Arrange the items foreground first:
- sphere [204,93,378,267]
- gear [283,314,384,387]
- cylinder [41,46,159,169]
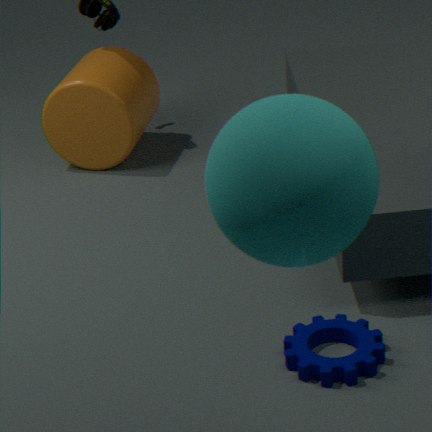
sphere [204,93,378,267]
gear [283,314,384,387]
cylinder [41,46,159,169]
